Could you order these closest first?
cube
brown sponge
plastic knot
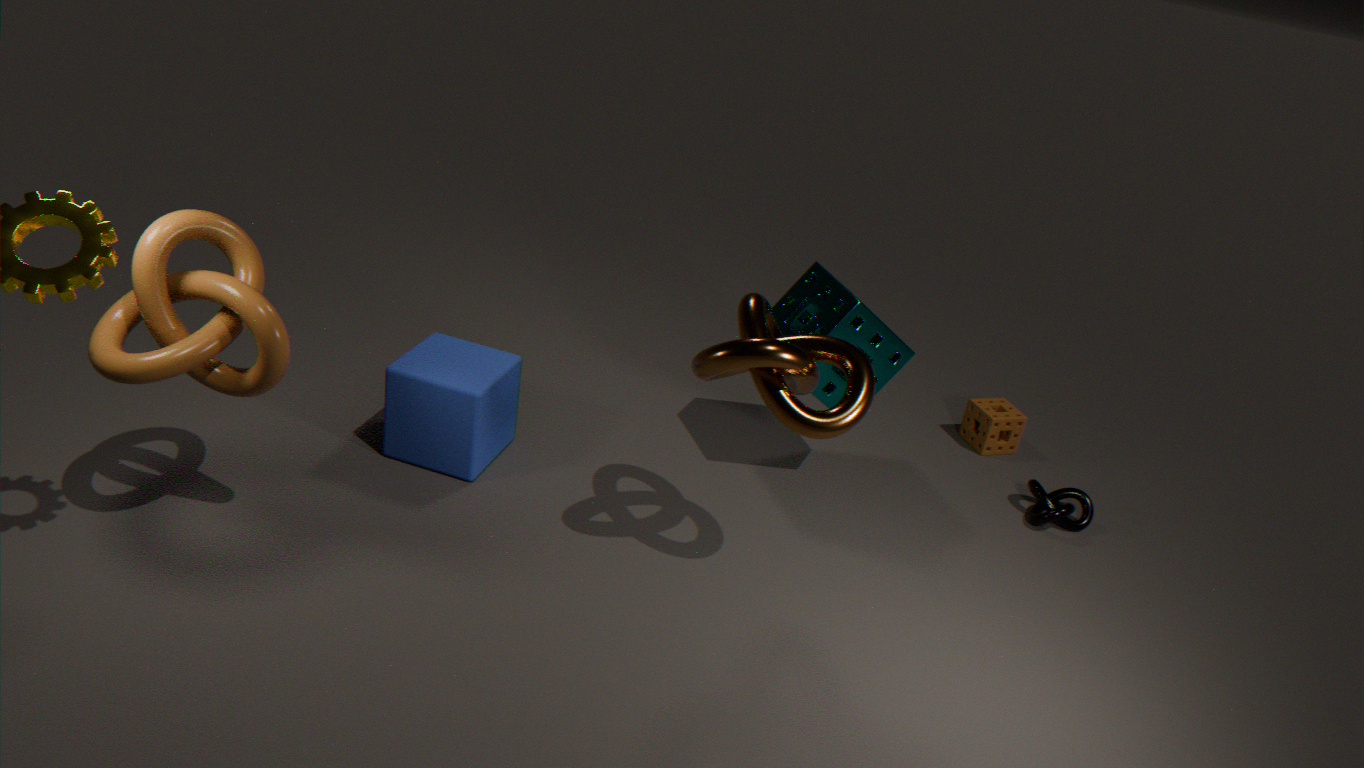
plastic knot → cube → brown sponge
